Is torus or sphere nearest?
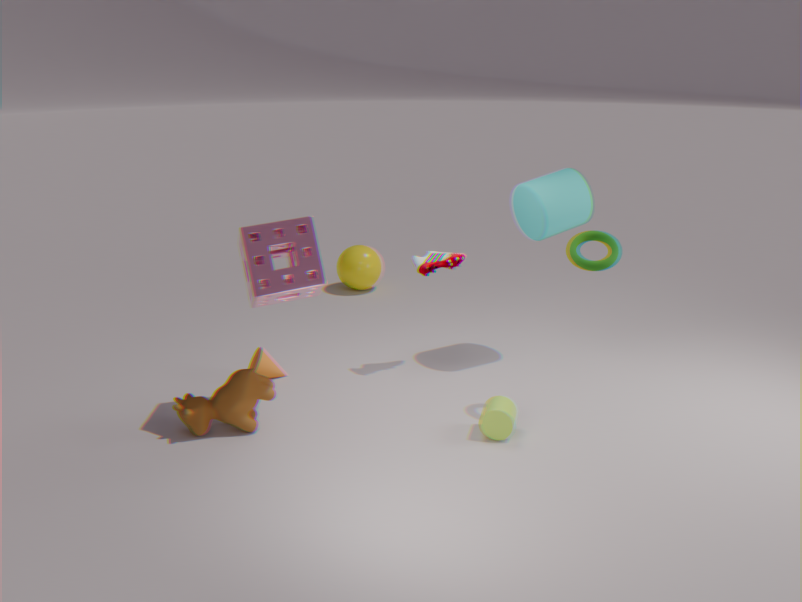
torus
